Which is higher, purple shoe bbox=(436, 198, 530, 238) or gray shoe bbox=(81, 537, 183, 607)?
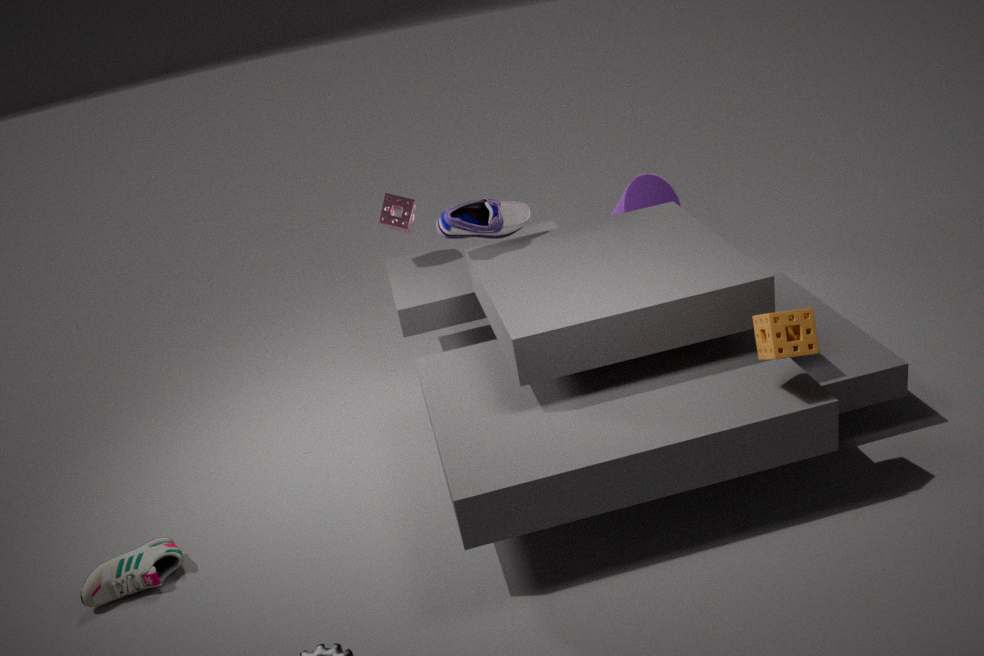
purple shoe bbox=(436, 198, 530, 238)
